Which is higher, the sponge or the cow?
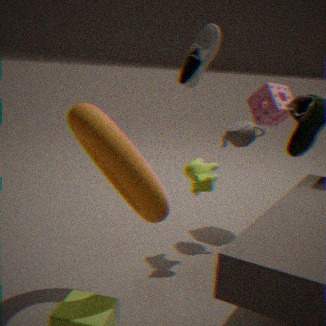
the sponge
